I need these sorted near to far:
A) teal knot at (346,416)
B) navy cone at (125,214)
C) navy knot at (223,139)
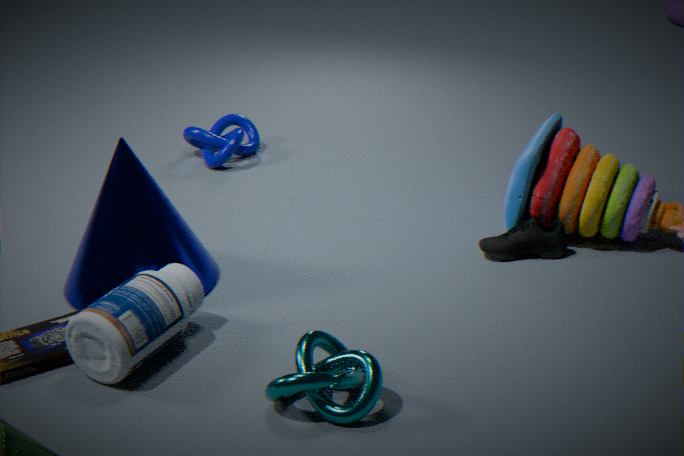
teal knot at (346,416), navy cone at (125,214), navy knot at (223,139)
